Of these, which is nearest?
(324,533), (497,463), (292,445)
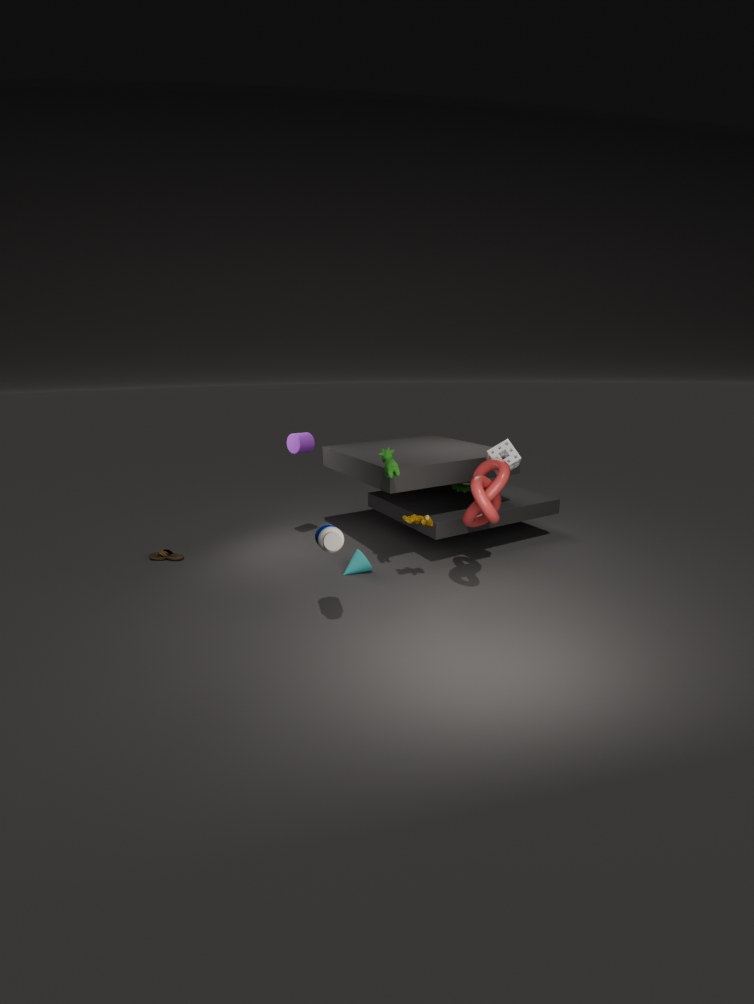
(324,533)
